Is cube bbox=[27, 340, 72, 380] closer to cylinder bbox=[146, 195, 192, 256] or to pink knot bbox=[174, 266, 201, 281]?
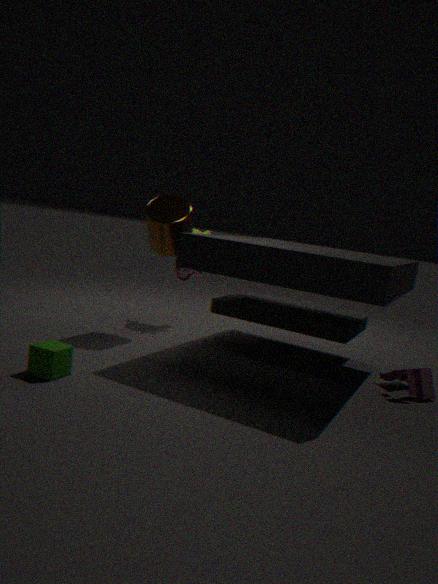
cylinder bbox=[146, 195, 192, 256]
